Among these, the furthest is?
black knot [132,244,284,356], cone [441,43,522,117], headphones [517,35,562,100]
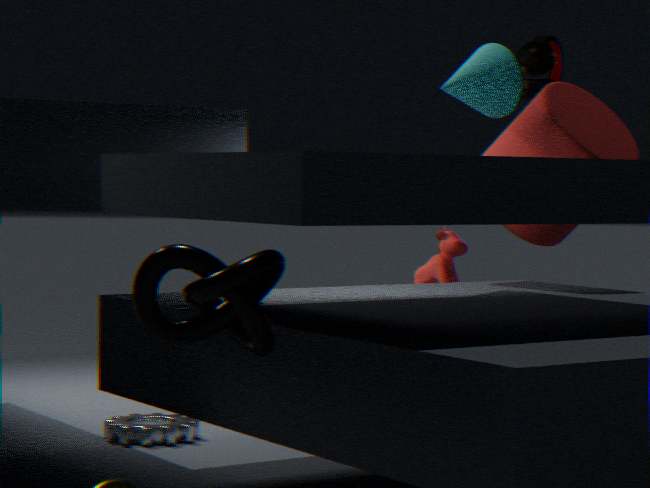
headphones [517,35,562,100]
